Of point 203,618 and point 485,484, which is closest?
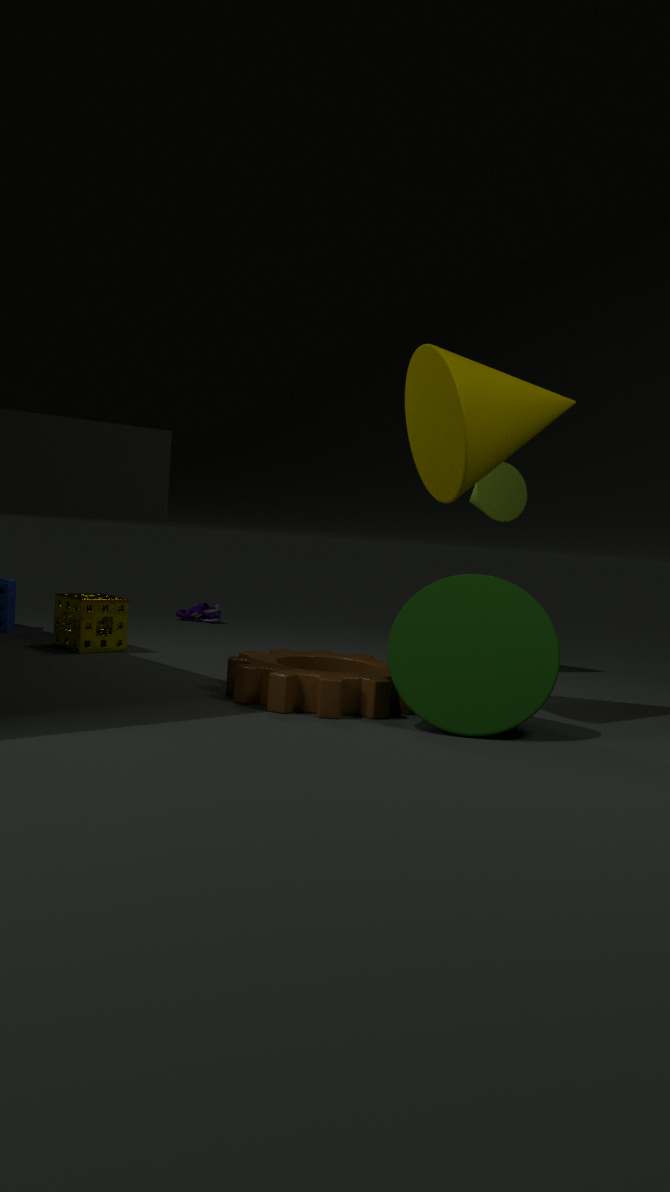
point 485,484
